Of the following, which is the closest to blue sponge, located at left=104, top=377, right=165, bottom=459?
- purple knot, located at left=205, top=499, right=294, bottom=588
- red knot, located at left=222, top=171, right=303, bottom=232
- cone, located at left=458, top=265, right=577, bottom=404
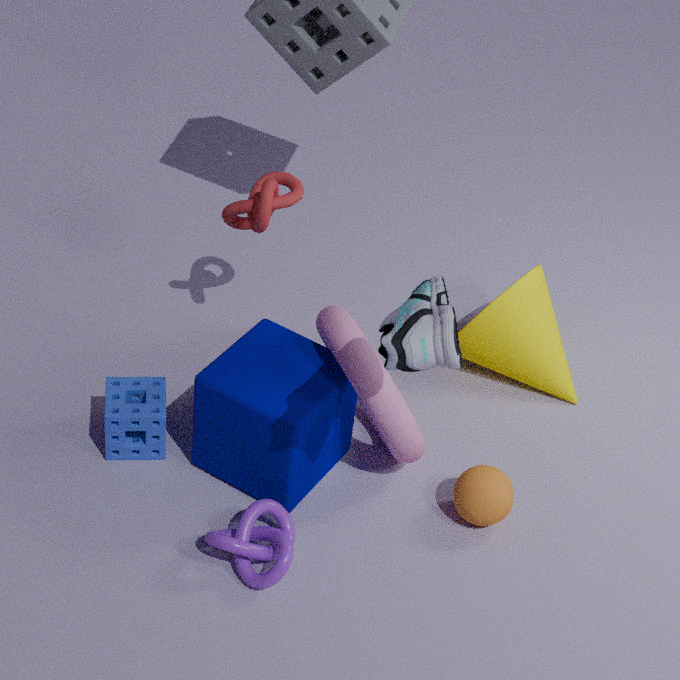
purple knot, located at left=205, top=499, right=294, bottom=588
